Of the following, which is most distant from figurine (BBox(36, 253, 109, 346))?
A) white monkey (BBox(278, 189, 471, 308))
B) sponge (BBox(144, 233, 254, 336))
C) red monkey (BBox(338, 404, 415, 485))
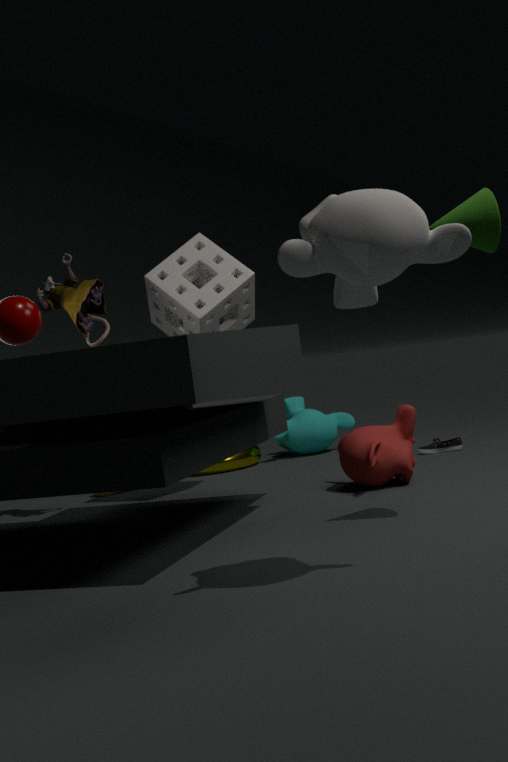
white monkey (BBox(278, 189, 471, 308))
